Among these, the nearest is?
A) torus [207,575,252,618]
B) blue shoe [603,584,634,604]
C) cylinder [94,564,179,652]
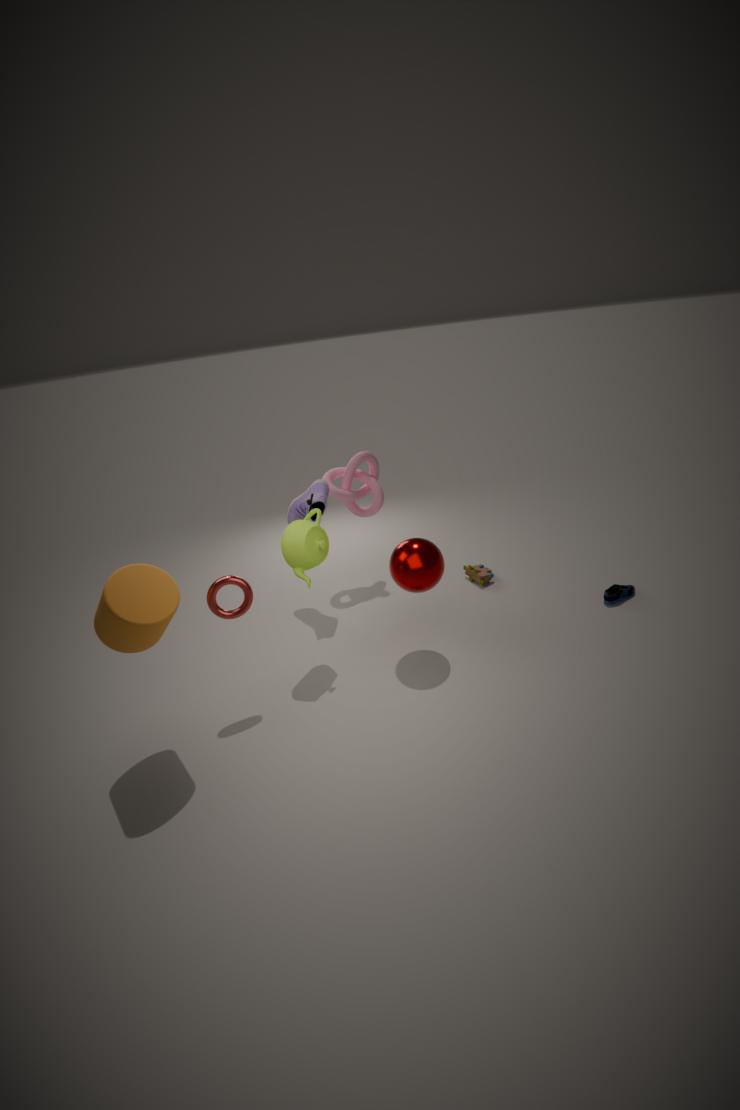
cylinder [94,564,179,652]
